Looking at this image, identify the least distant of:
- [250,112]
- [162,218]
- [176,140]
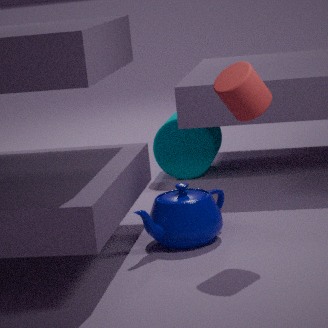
[250,112]
